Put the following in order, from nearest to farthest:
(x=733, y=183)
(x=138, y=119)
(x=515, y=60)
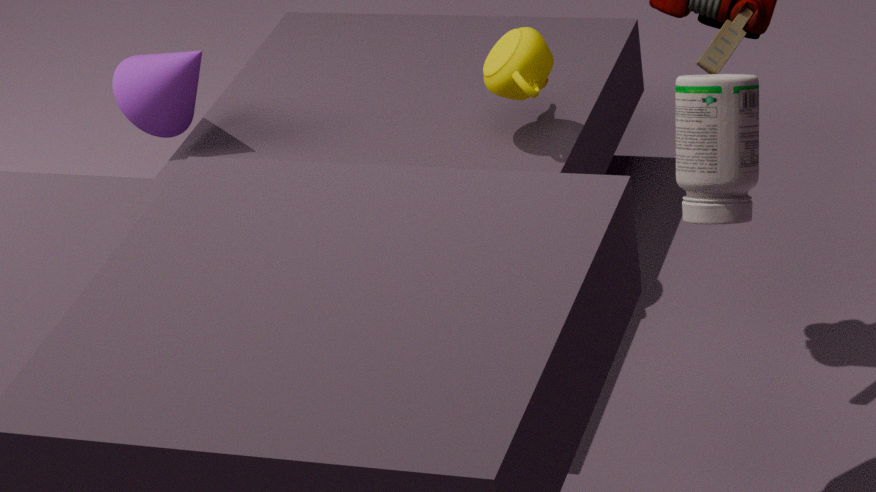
1. (x=733, y=183)
2. (x=515, y=60)
3. (x=138, y=119)
